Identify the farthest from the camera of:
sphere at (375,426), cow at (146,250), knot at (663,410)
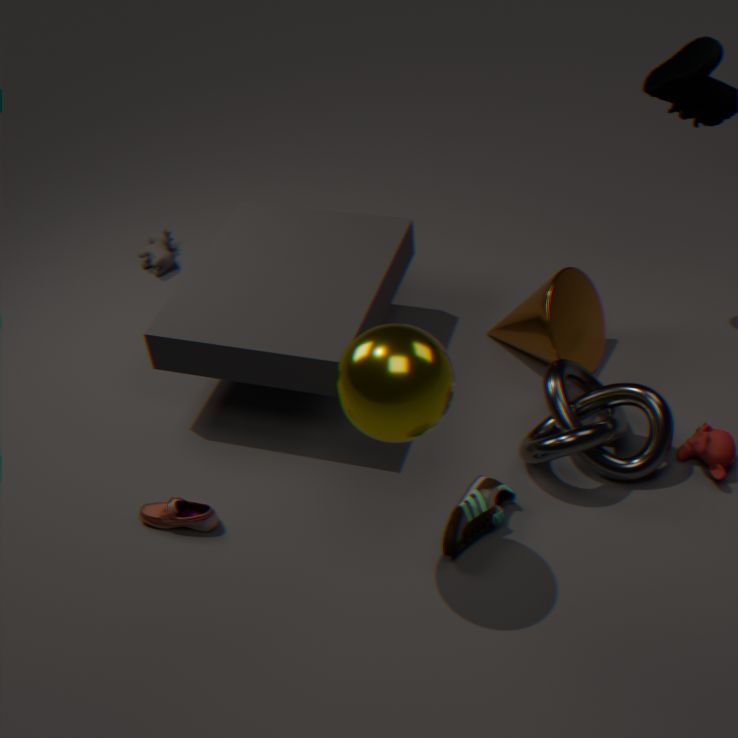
cow at (146,250)
